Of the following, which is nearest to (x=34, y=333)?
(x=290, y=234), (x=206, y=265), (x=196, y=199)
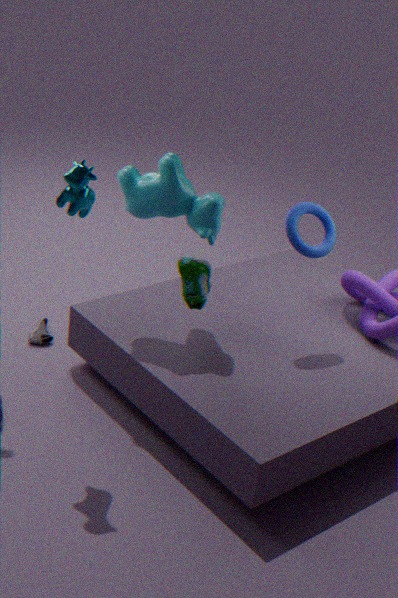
(x=206, y=265)
